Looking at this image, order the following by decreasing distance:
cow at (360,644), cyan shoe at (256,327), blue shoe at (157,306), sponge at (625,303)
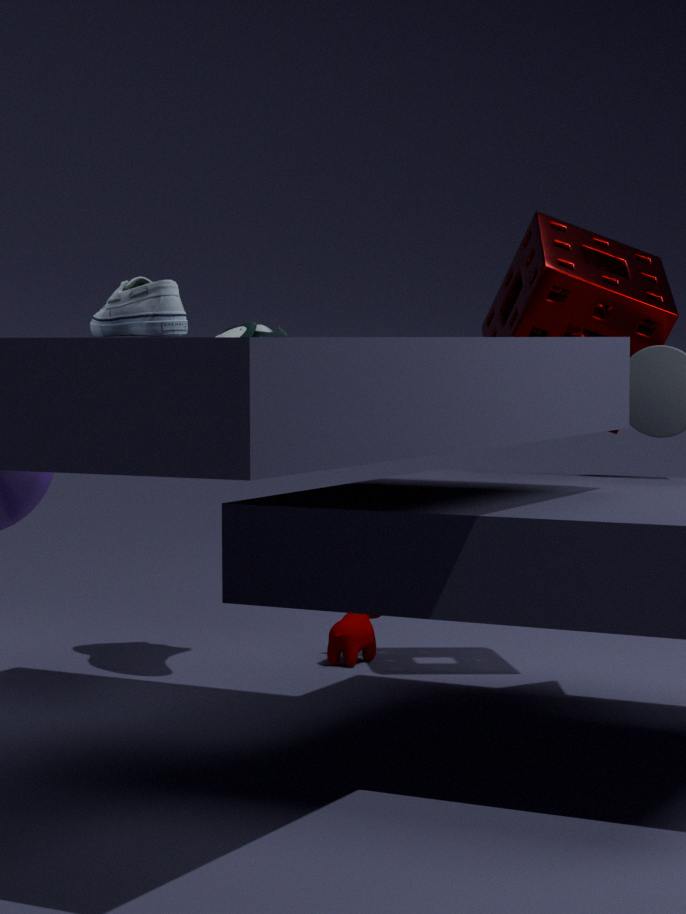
cow at (360,644)
cyan shoe at (256,327)
sponge at (625,303)
blue shoe at (157,306)
